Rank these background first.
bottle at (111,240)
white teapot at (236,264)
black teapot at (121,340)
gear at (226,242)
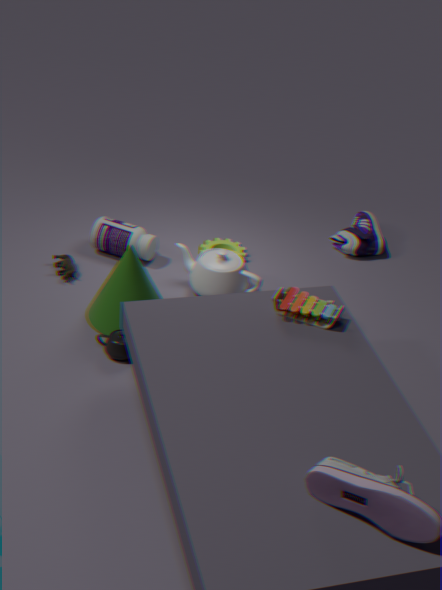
gear at (226,242) < bottle at (111,240) < white teapot at (236,264) < black teapot at (121,340)
